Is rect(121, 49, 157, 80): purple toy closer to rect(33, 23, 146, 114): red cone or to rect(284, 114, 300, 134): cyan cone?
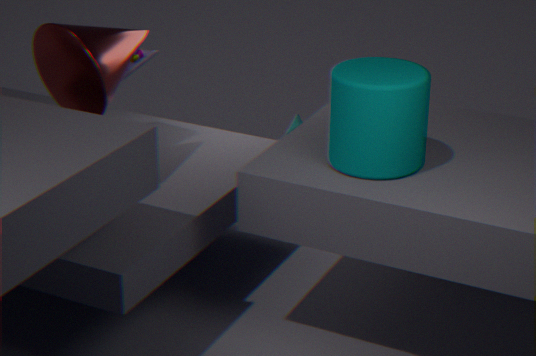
rect(33, 23, 146, 114): red cone
